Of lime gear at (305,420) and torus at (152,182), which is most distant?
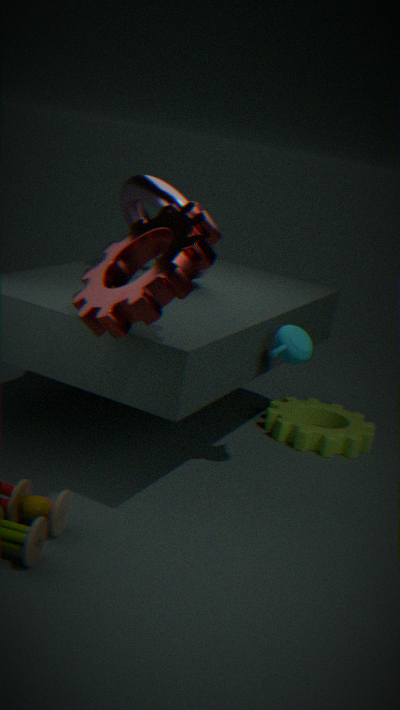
lime gear at (305,420)
